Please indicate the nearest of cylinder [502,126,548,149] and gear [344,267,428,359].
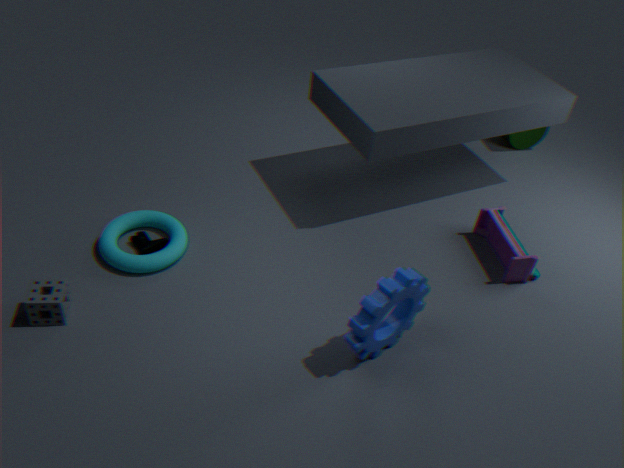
gear [344,267,428,359]
